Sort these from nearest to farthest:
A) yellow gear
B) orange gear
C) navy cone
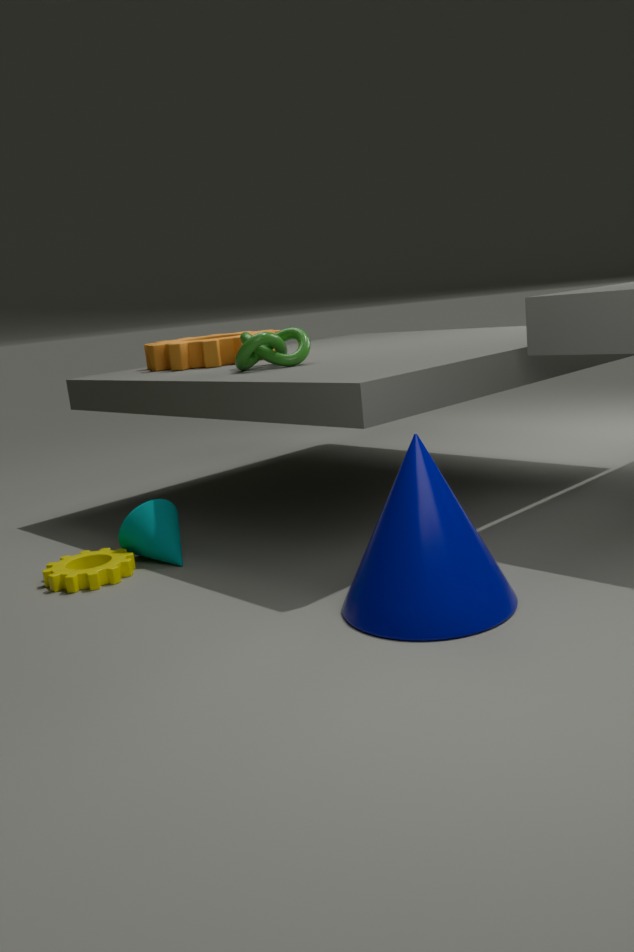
1. navy cone
2. yellow gear
3. orange gear
